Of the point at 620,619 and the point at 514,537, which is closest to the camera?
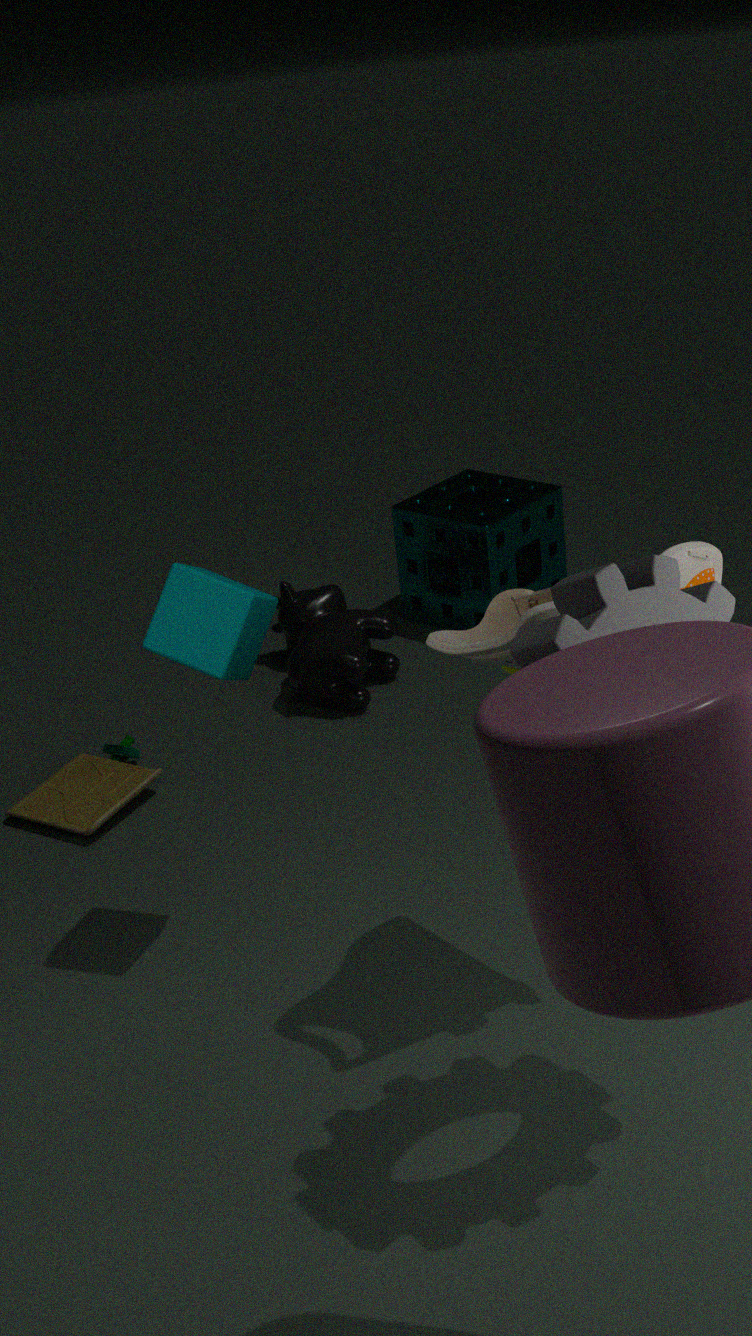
the point at 620,619
